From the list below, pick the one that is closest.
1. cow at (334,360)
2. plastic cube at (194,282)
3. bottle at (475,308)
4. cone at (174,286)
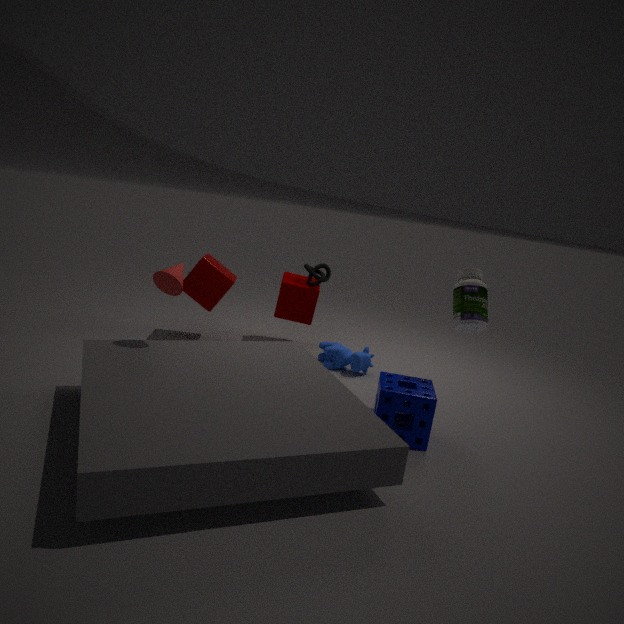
cone at (174,286)
